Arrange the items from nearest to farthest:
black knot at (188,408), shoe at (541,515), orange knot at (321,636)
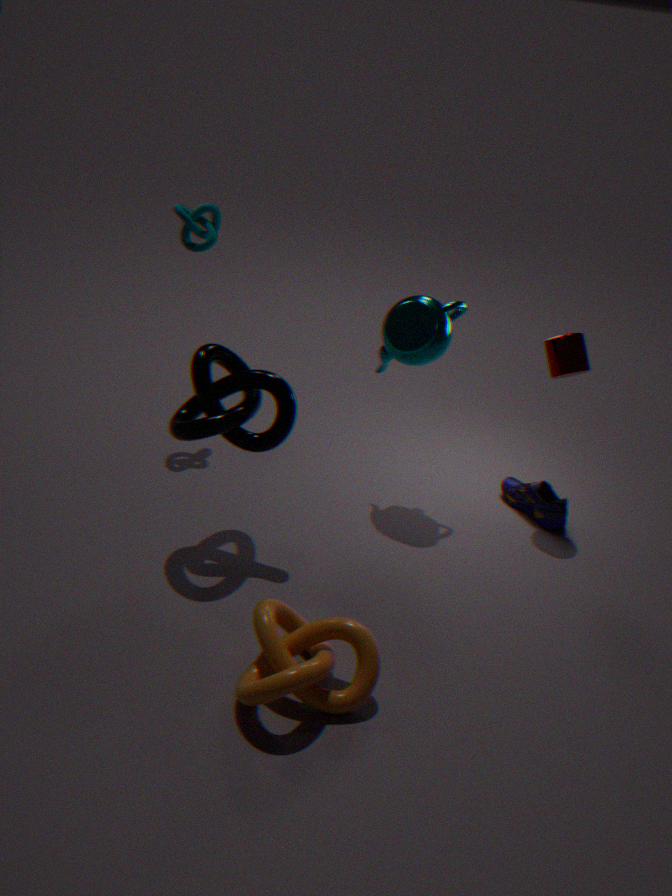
orange knot at (321,636)
black knot at (188,408)
shoe at (541,515)
